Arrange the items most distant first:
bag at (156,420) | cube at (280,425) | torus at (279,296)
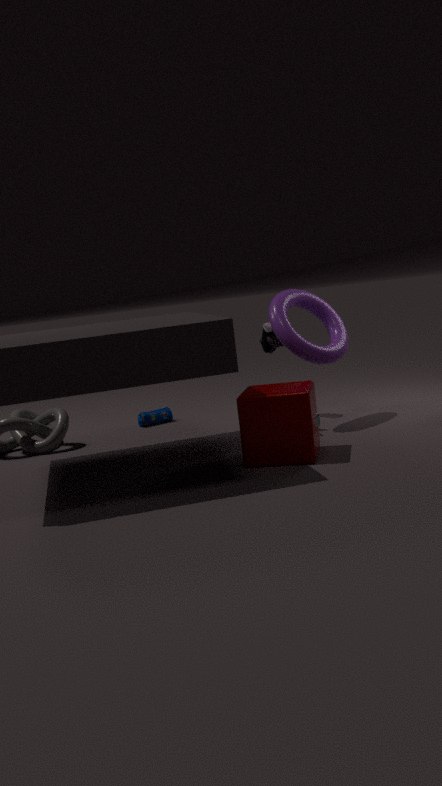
1. bag at (156,420)
2. torus at (279,296)
3. cube at (280,425)
